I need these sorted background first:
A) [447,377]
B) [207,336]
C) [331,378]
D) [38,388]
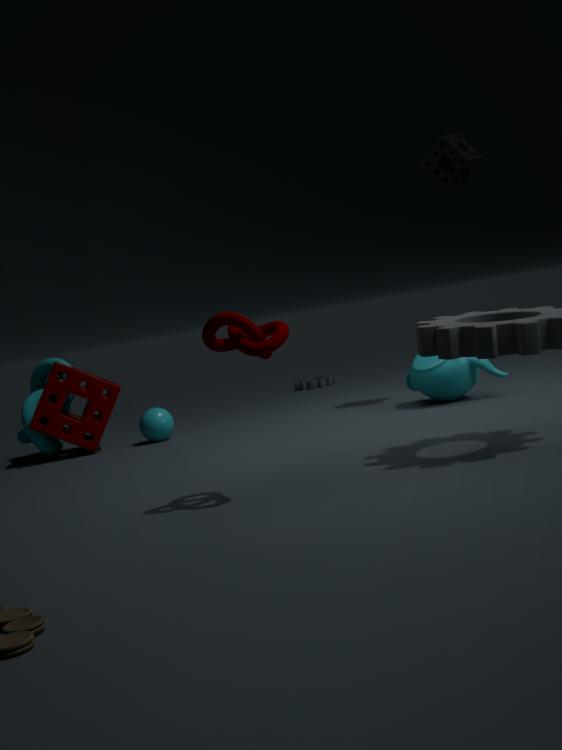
[331,378] < [38,388] < [447,377] < [207,336]
